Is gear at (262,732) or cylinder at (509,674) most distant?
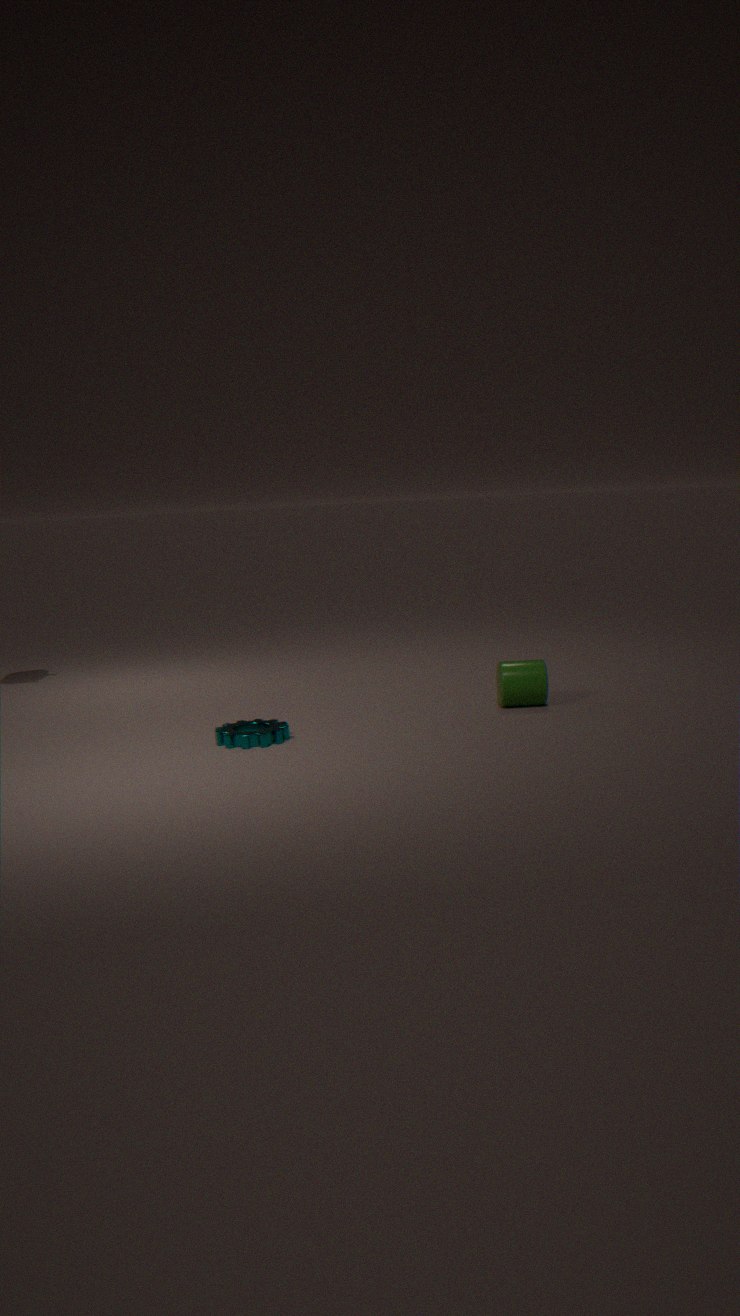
cylinder at (509,674)
